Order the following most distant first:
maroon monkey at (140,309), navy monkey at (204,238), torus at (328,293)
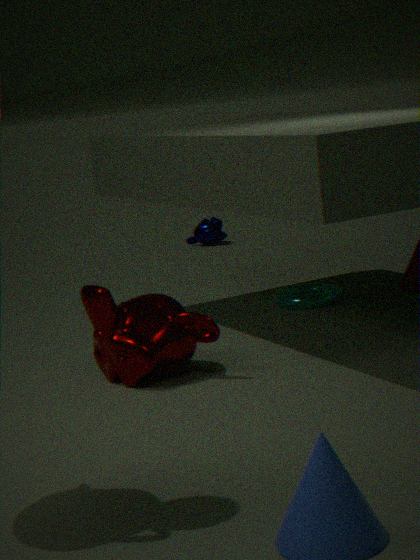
navy monkey at (204,238)
torus at (328,293)
maroon monkey at (140,309)
